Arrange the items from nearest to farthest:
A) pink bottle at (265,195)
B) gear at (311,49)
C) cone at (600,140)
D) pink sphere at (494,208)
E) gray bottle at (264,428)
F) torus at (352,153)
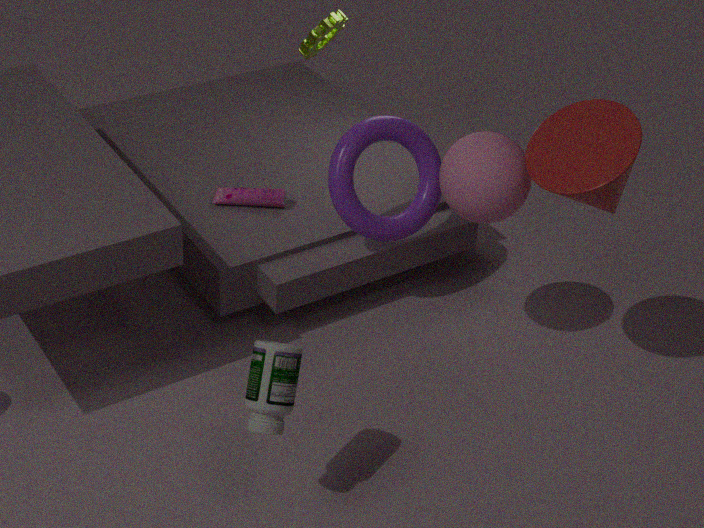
E. gray bottle at (264,428), C. cone at (600,140), D. pink sphere at (494,208), F. torus at (352,153), A. pink bottle at (265,195), B. gear at (311,49)
